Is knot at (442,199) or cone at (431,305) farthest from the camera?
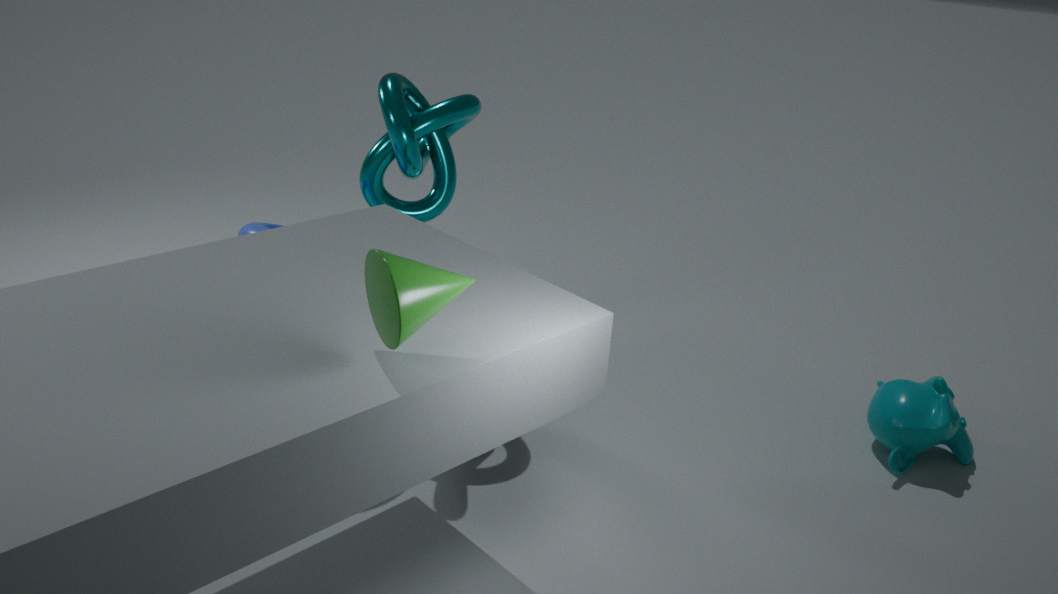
knot at (442,199)
